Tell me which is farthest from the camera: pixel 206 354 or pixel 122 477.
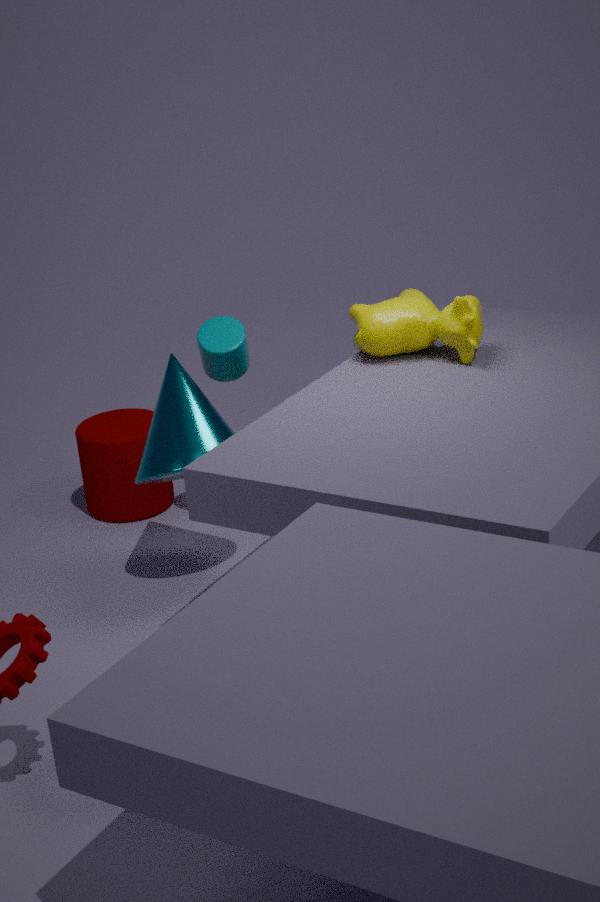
pixel 122 477
